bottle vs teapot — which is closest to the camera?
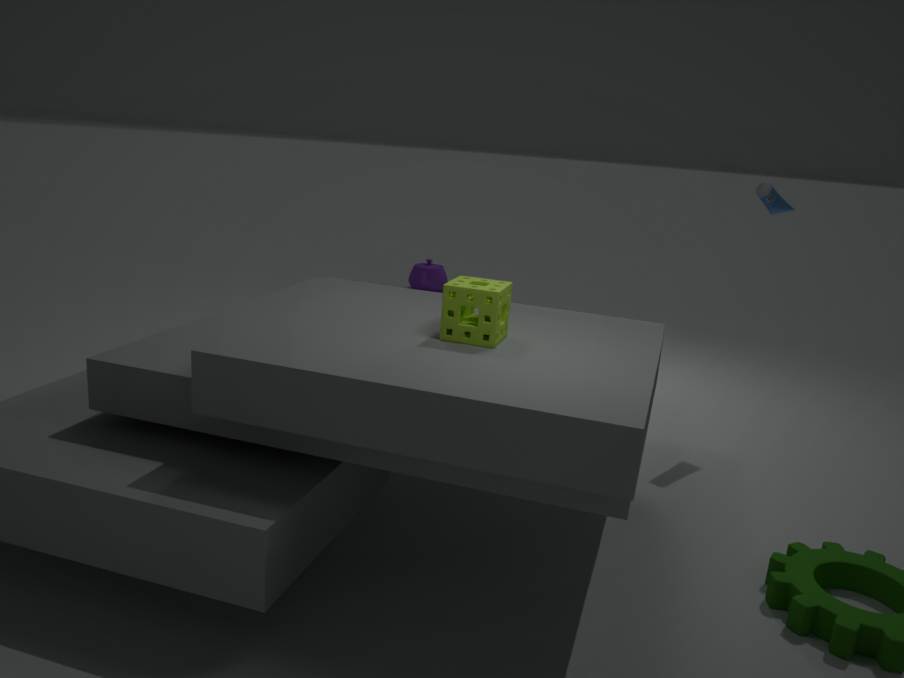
bottle
